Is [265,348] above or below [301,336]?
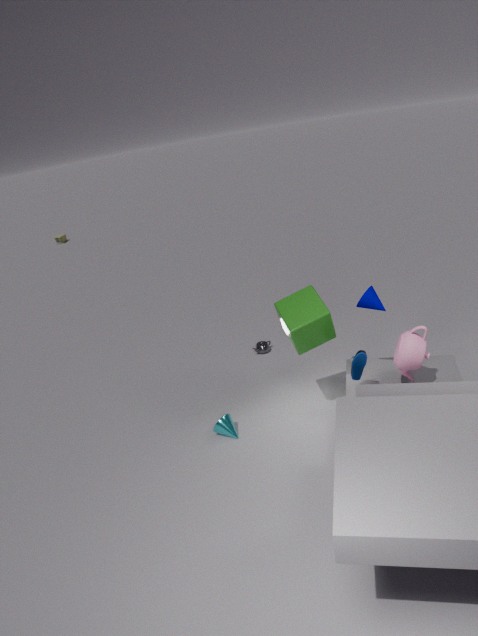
below
